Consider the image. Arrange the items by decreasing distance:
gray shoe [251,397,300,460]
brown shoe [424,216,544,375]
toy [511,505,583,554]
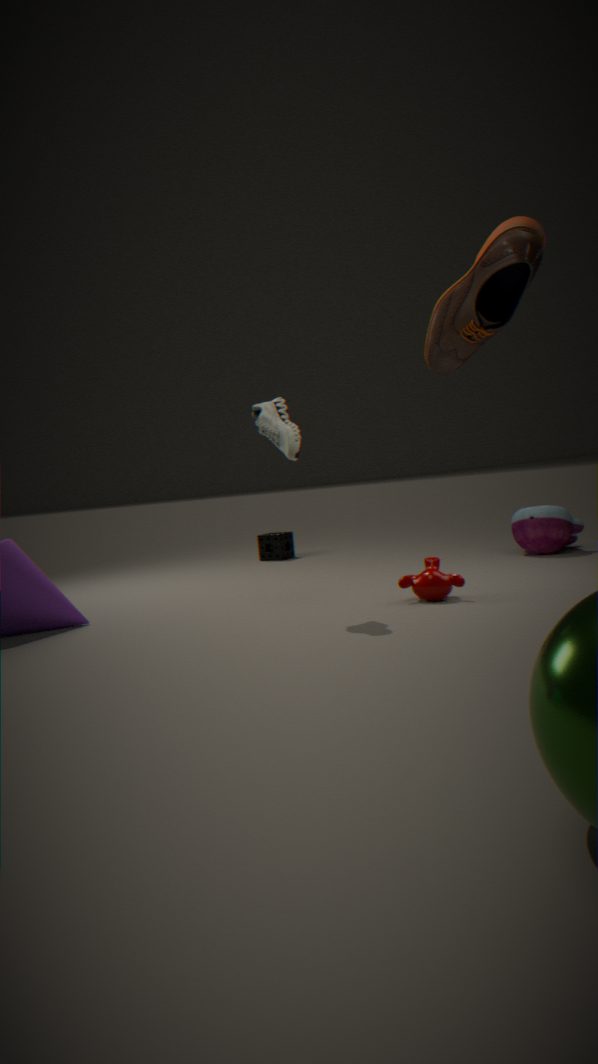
toy [511,505,583,554]
gray shoe [251,397,300,460]
brown shoe [424,216,544,375]
